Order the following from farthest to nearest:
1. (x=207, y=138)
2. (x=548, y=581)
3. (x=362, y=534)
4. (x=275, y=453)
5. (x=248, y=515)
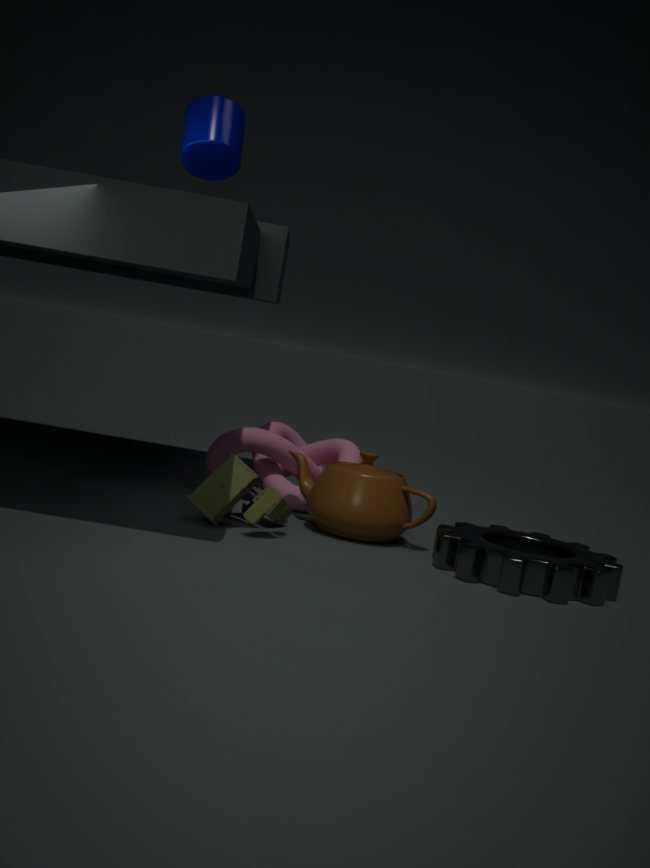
(x=275, y=453) < (x=362, y=534) < (x=207, y=138) < (x=248, y=515) < (x=548, y=581)
